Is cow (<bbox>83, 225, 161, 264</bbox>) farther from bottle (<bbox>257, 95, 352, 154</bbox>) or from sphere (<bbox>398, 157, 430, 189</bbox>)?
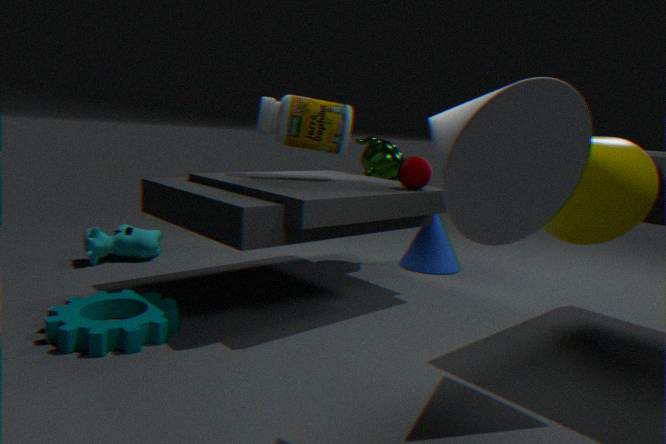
sphere (<bbox>398, 157, 430, 189</bbox>)
